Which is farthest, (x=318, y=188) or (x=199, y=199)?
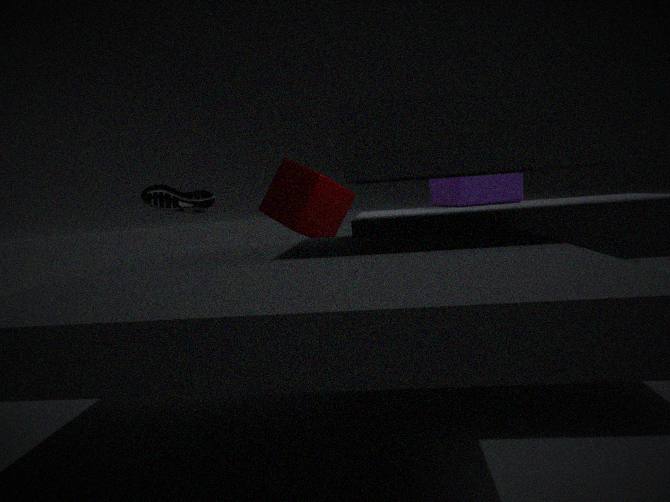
(x=318, y=188)
